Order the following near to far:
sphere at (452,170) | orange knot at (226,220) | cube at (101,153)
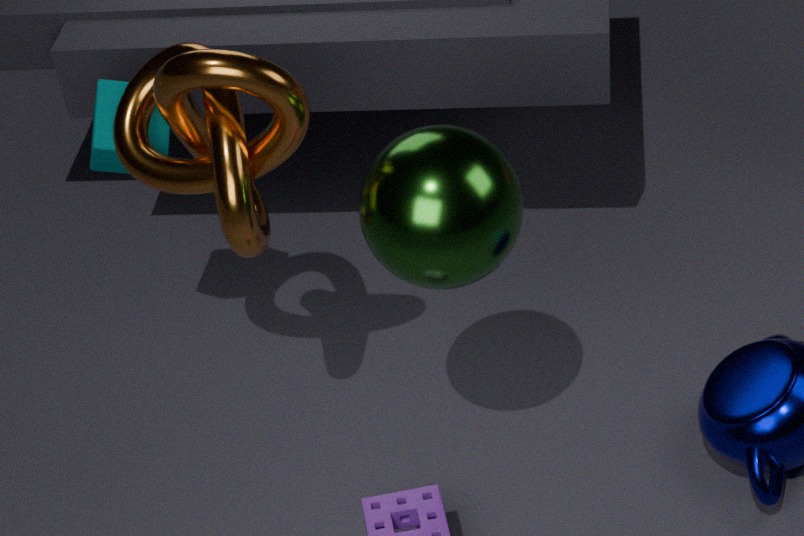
sphere at (452,170) → orange knot at (226,220) → cube at (101,153)
